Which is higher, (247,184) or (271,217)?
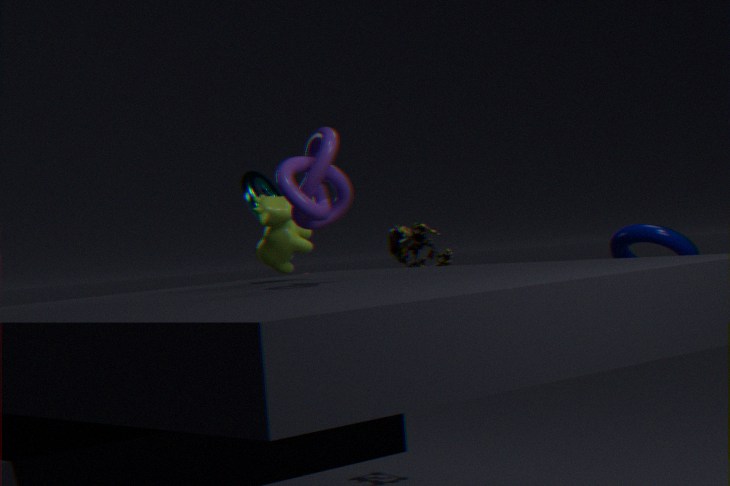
(247,184)
